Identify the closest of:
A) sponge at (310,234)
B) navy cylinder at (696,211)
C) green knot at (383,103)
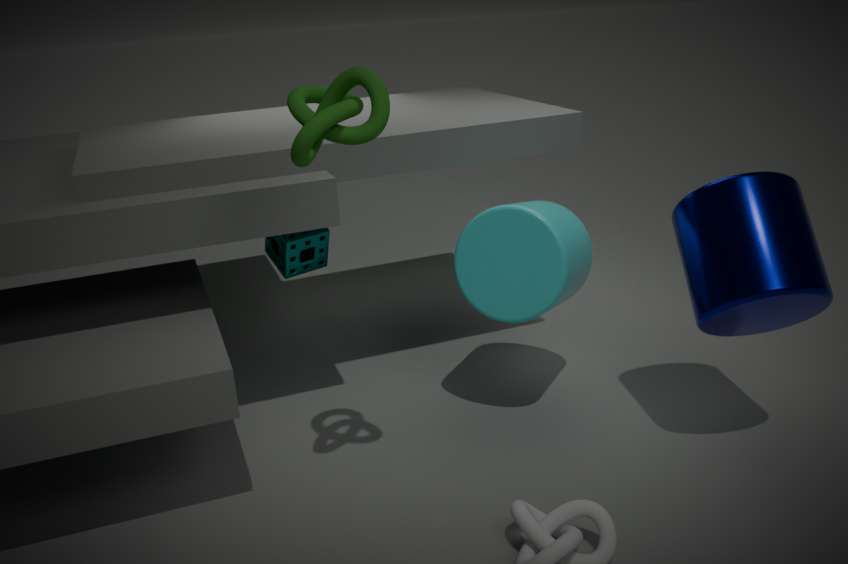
green knot at (383,103)
